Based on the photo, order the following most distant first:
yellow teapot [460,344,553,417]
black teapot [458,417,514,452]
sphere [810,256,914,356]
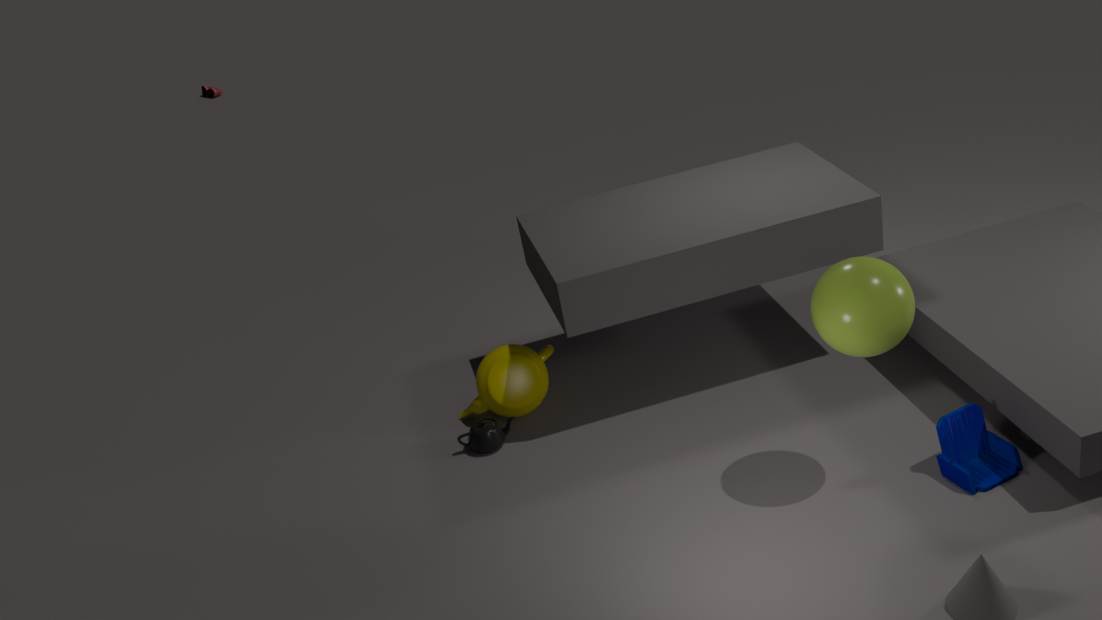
yellow teapot [460,344,553,417] < black teapot [458,417,514,452] < sphere [810,256,914,356]
